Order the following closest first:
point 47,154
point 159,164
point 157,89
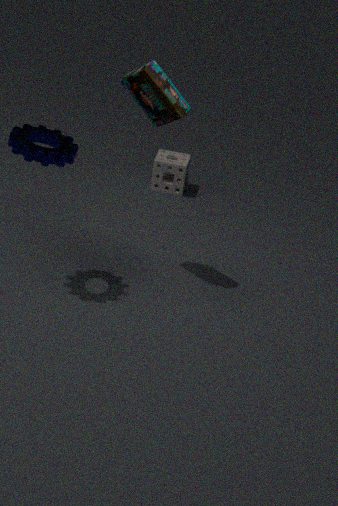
1. point 47,154
2. point 157,89
3. point 159,164
